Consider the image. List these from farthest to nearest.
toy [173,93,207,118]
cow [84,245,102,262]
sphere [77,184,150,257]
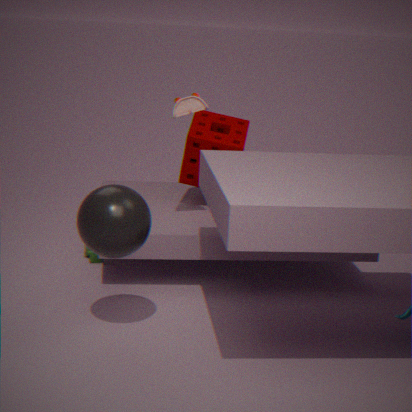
1. cow [84,245,102,262]
2. toy [173,93,207,118]
3. sphere [77,184,150,257]
